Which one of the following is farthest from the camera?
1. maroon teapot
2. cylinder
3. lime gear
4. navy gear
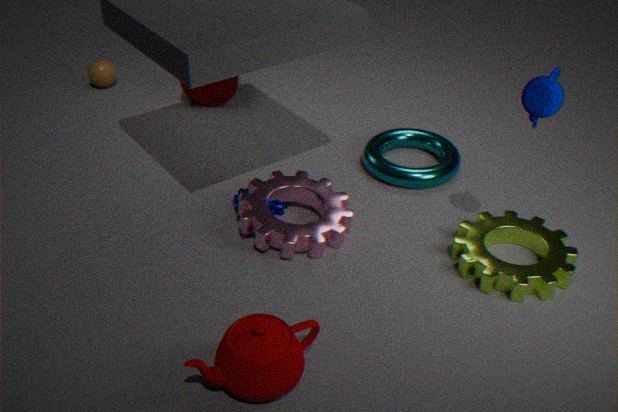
cylinder
